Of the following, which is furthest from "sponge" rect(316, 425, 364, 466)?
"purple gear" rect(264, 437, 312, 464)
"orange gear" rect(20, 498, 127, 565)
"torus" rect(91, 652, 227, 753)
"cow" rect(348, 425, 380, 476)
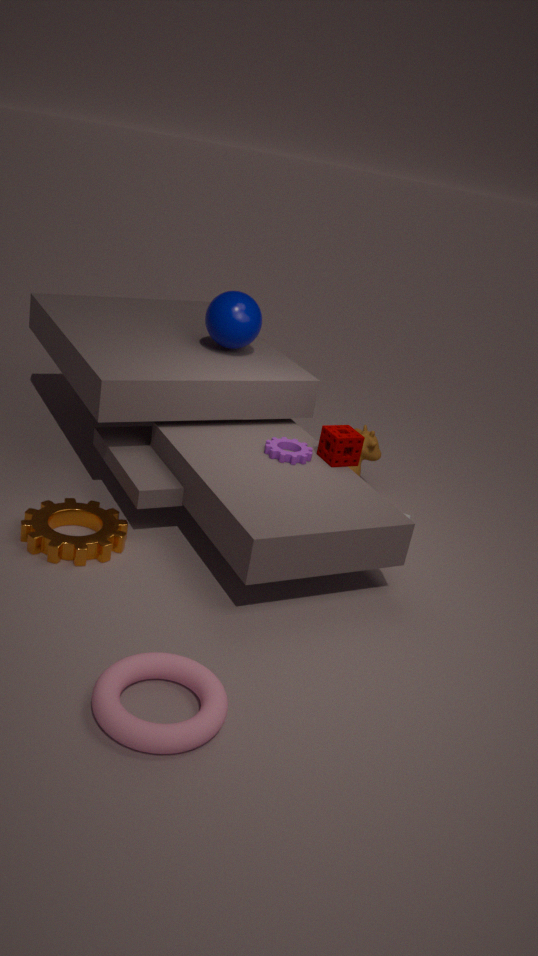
"torus" rect(91, 652, 227, 753)
